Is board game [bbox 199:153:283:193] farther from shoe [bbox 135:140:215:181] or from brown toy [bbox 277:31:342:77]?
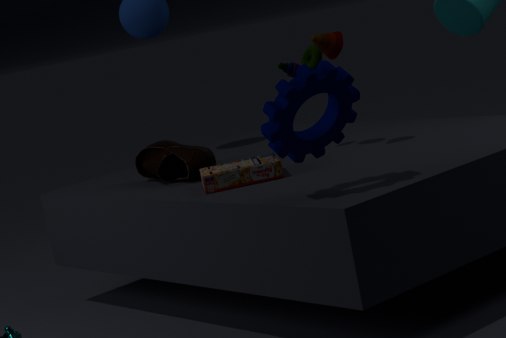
brown toy [bbox 277:31:342:77]
